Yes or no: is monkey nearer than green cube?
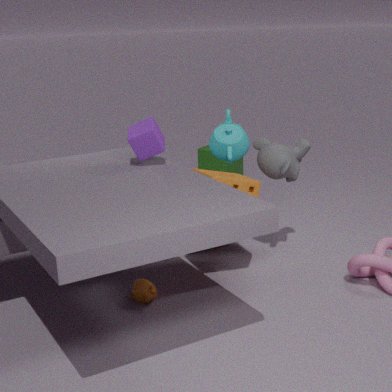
Yes
